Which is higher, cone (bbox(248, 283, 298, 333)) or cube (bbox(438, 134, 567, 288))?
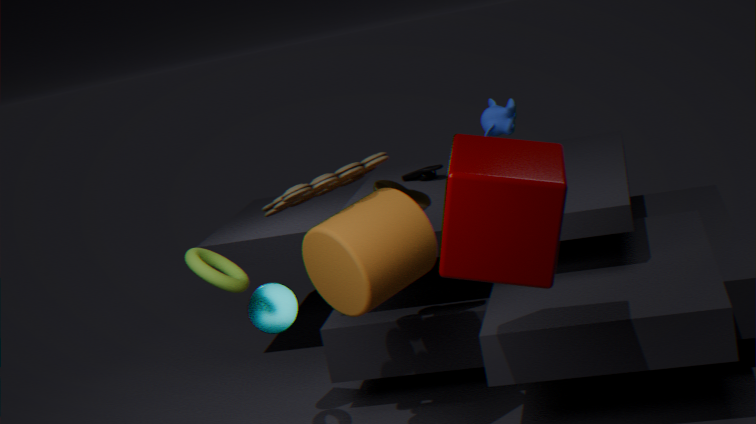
cube (bbox(438, 134, 567, 288))
